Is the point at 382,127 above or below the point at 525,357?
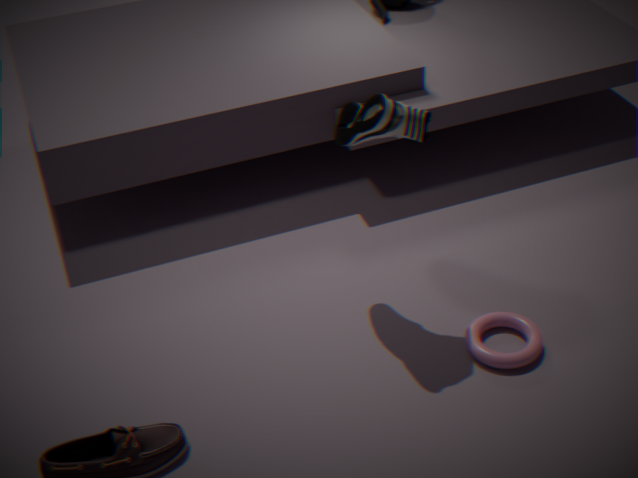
above
